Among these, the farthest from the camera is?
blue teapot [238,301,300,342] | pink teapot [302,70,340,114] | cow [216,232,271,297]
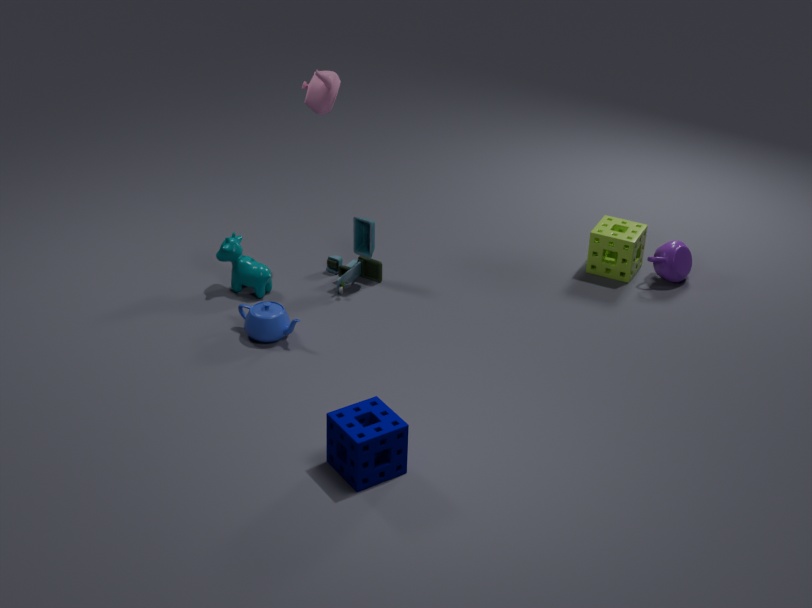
cow [216,232,271,297]
